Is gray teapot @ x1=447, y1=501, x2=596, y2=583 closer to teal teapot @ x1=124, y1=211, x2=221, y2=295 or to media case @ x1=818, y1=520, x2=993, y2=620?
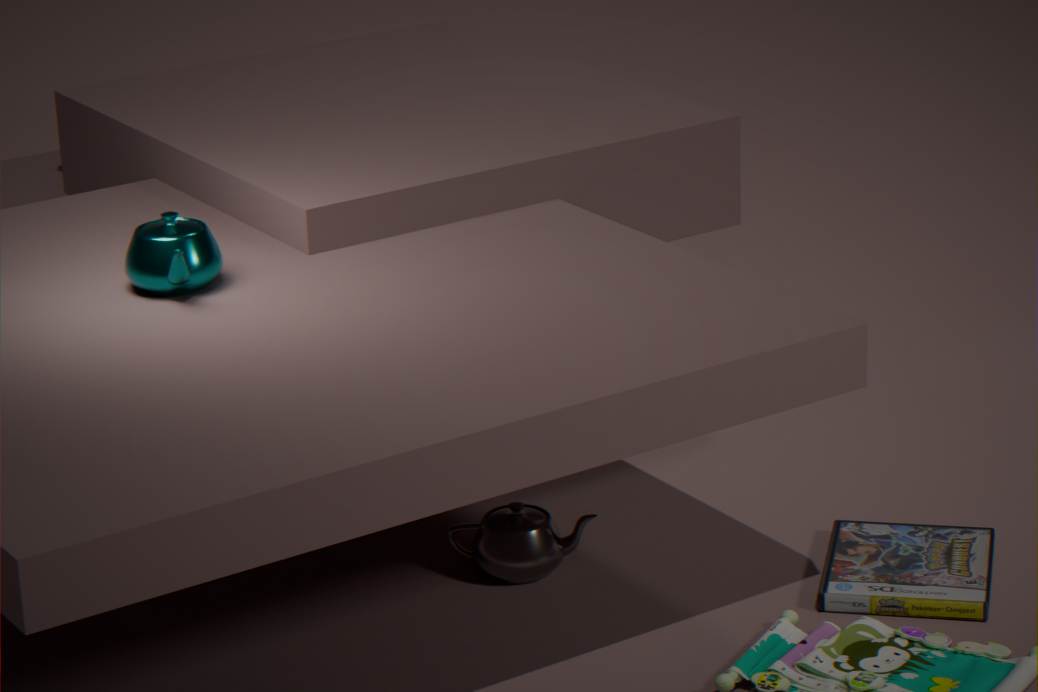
media case @ x1=818, y1=520, x2=993, y2=620
